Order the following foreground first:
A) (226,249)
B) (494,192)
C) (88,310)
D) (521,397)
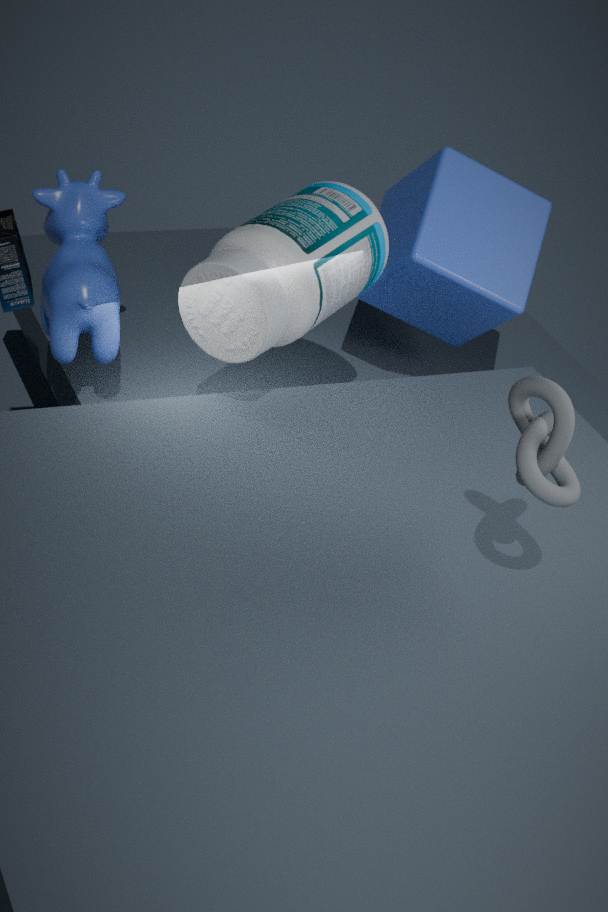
D. (521,397)
A. (226,249)
C. (88,310)
B. (494,192)
